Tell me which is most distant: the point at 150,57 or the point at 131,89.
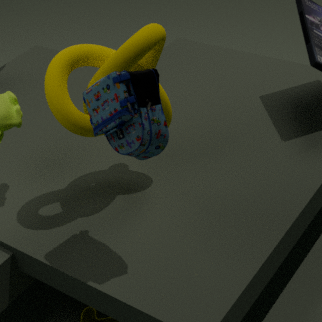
the point at 150,57
